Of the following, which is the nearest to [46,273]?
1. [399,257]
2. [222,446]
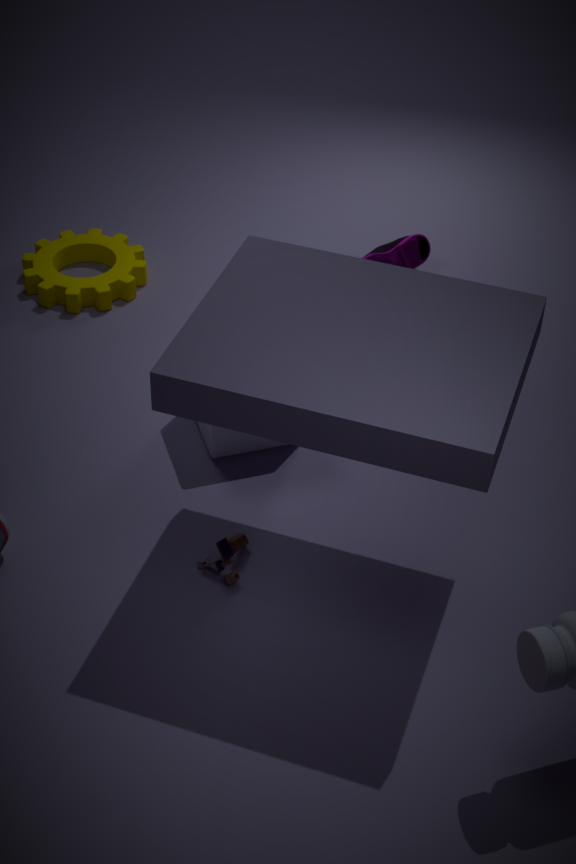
[222,446]
